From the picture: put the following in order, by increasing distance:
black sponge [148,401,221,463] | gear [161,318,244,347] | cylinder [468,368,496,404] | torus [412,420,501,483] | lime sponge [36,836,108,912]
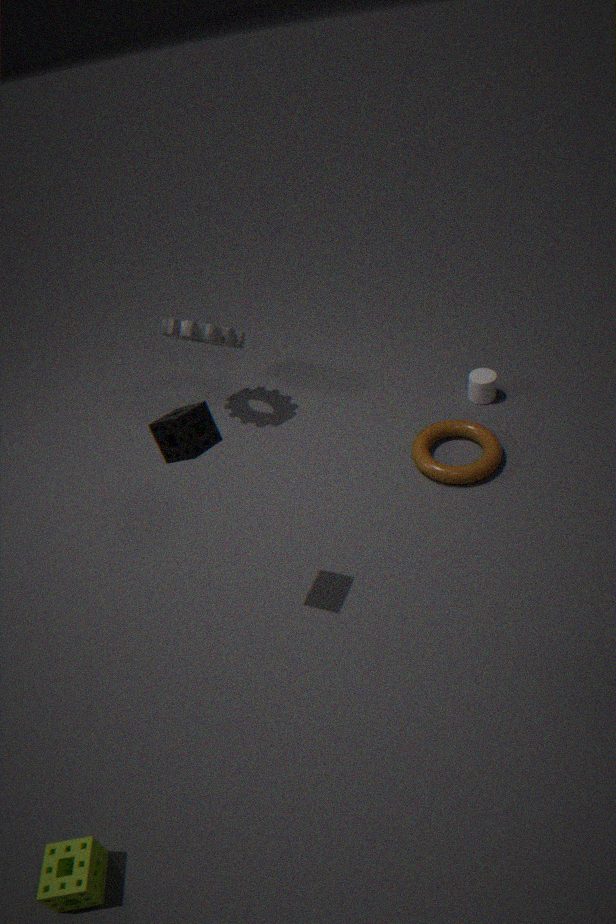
lime sponge [36,836,108,912] → black sponge [148,401,221,463] → torus [412,420,501,483] → gear [161,318,244,347] → cylinder [468,368,496,404]
